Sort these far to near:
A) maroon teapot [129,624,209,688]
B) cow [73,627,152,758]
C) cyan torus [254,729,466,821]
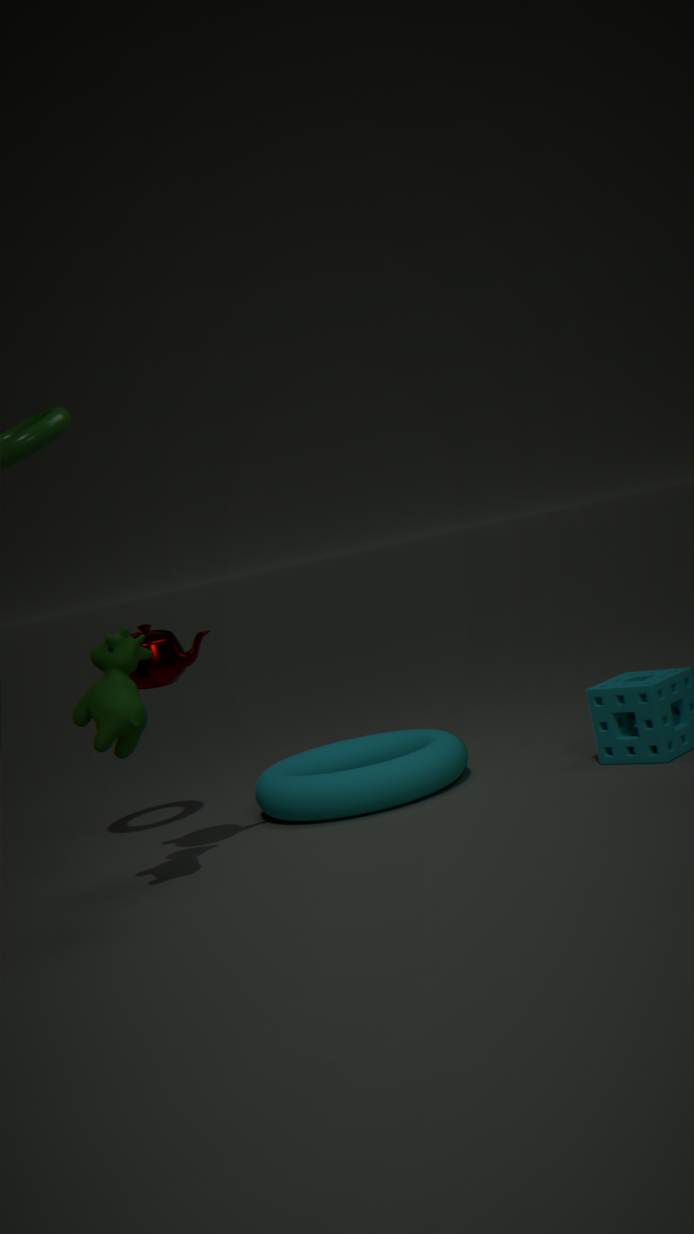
cyan torus [254,729,466,821], maroon teapot [129,624,209,688], cow [73,627,152,758]
